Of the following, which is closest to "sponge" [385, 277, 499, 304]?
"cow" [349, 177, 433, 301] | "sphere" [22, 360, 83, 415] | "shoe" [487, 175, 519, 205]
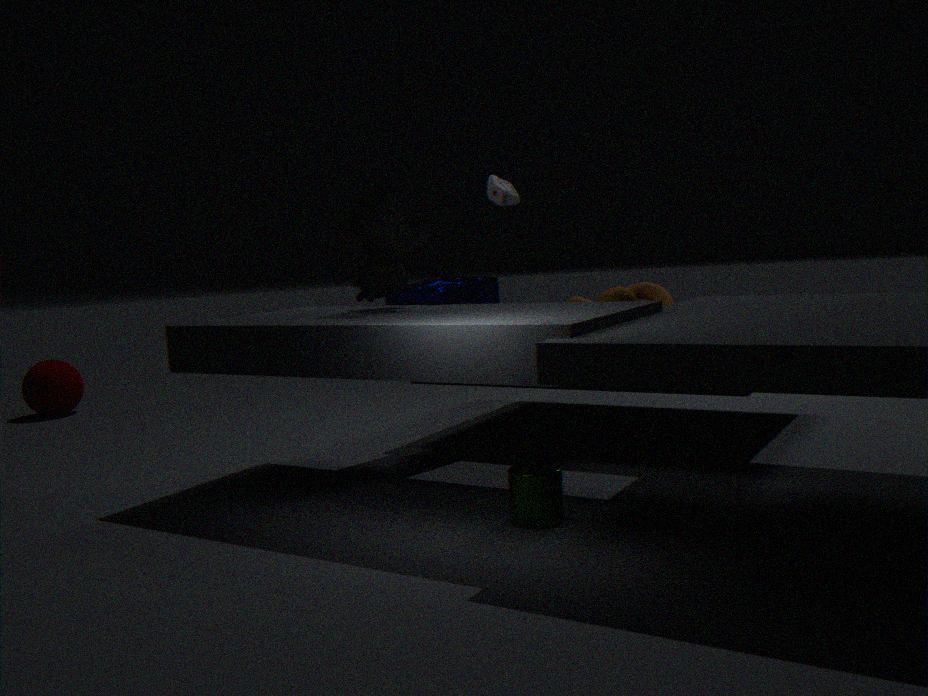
"cow" [349, 177, 433, 301]
